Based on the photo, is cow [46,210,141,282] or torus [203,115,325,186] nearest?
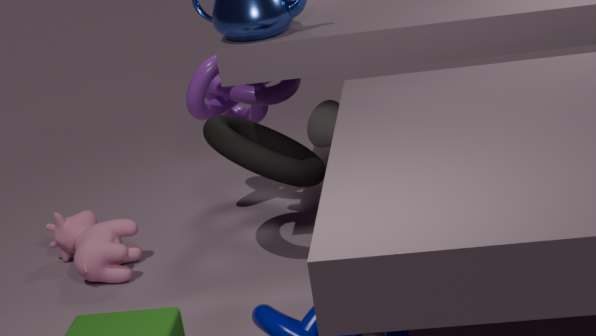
torus [203,115,325,186]
